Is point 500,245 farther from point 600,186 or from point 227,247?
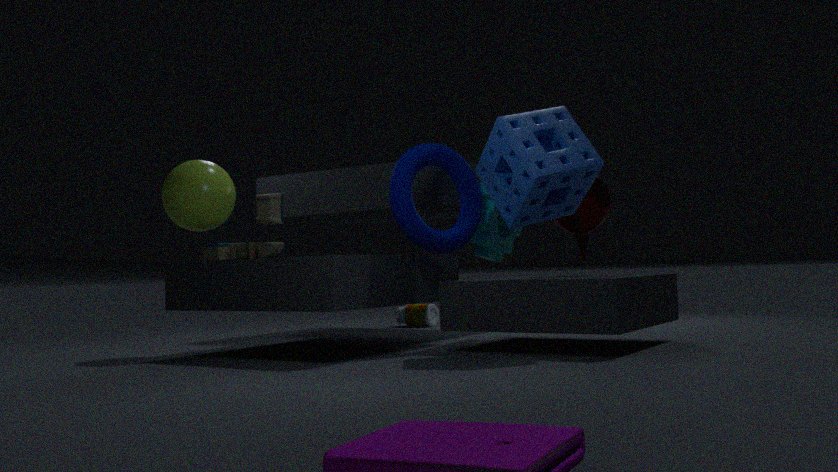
point 227,247
